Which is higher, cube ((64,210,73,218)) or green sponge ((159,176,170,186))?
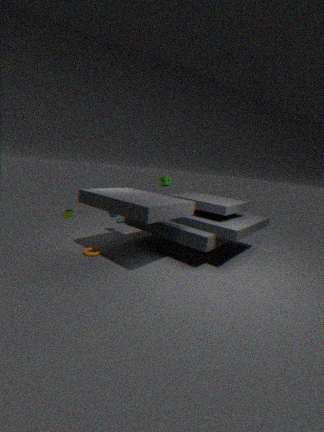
green sponge ((159,176,170,186))
